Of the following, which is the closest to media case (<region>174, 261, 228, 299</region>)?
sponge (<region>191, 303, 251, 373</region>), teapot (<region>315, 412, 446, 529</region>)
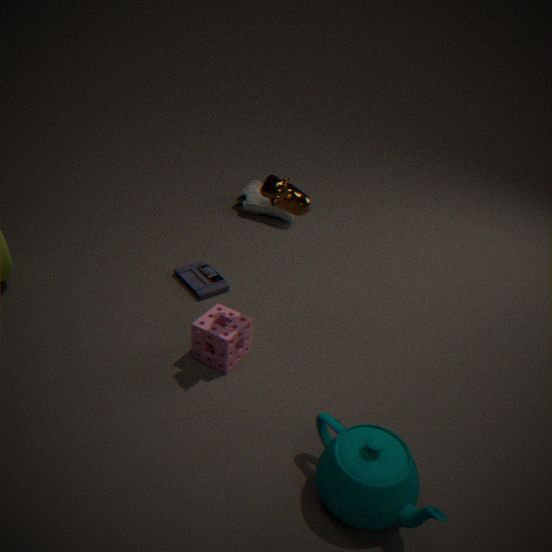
sponge (<region>191, 303, 251, 373</region>)
